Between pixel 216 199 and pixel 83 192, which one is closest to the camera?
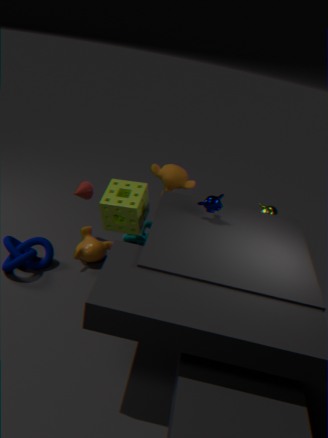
pixel 216 199
